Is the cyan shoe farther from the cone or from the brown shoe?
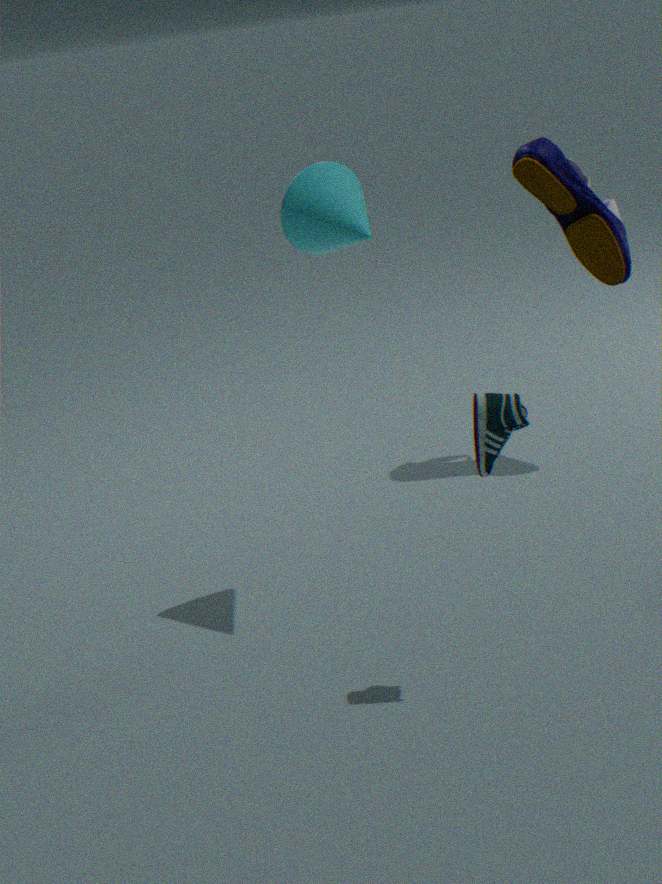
the brown shoe
